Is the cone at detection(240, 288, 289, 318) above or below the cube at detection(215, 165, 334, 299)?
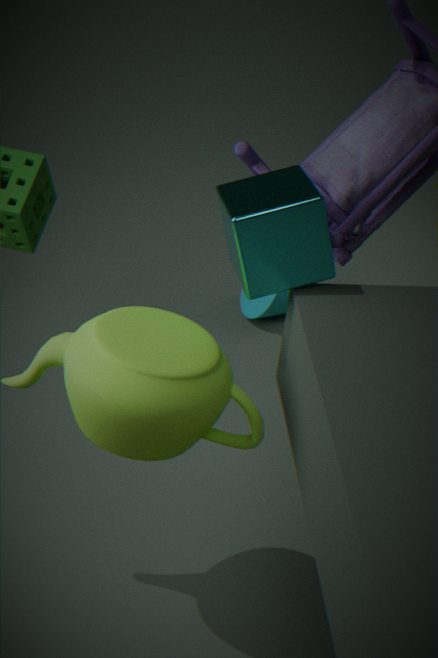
below
